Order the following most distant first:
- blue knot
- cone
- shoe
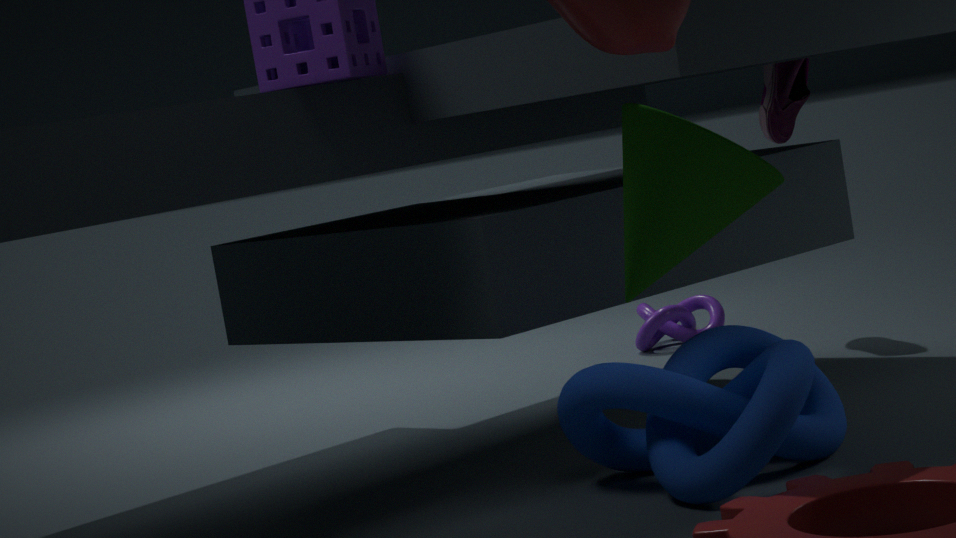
shoe → blue knot → cone
